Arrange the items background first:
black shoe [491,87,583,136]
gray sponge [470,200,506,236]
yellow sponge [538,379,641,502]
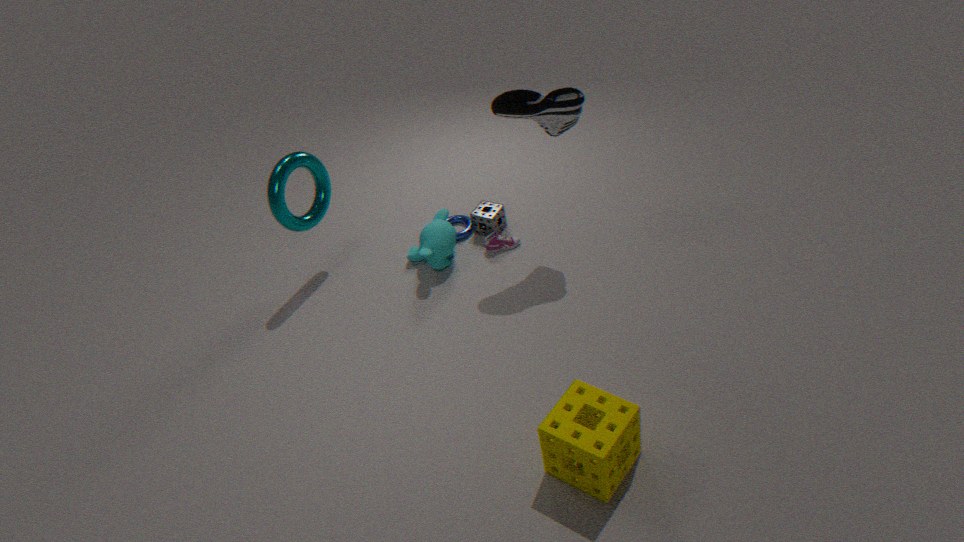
1. gray sponge [470,200,506,236]
2. black shoe [491,87,583,136]
3. yellow sponge [538,379,641,502]
